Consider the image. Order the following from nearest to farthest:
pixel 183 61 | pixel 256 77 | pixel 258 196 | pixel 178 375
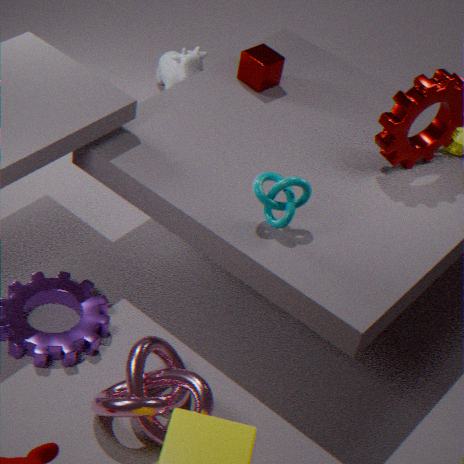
pixel 178 375, pixel 258 196, pixel 256 77, pixel 183 61
